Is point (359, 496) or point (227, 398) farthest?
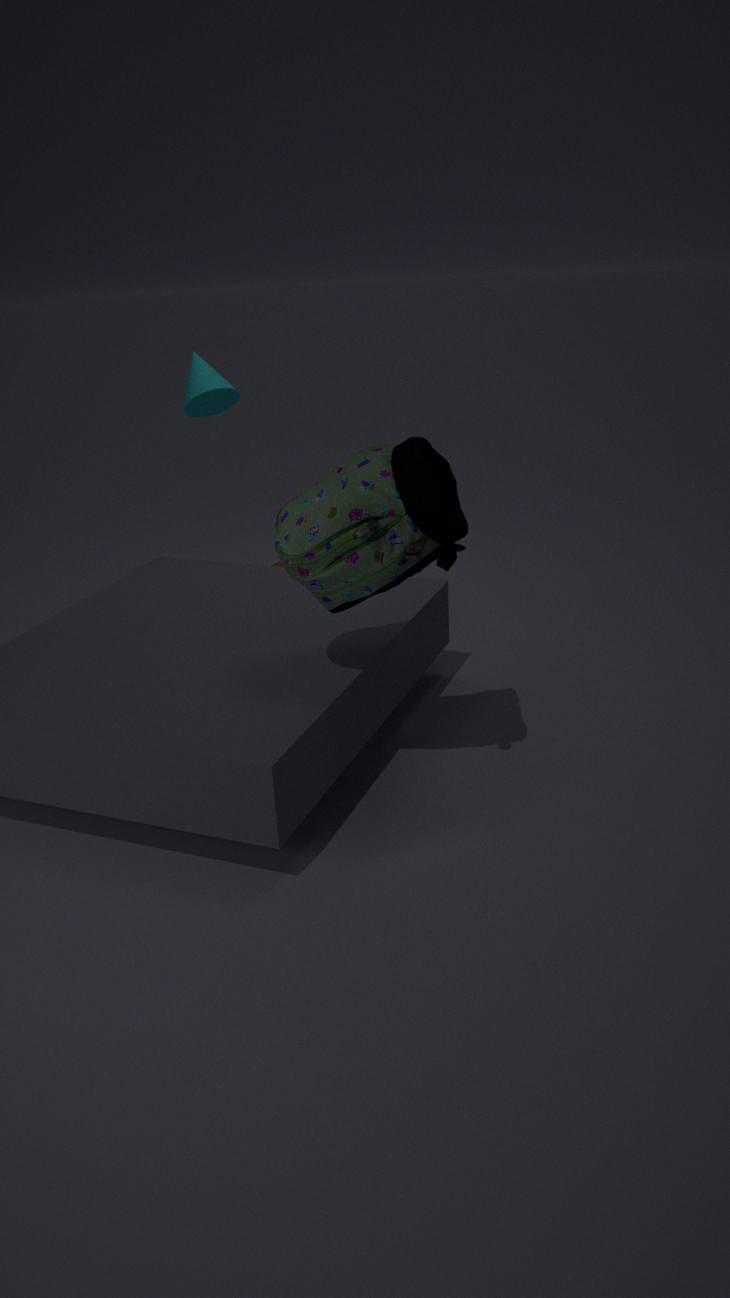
point (227, 398)
